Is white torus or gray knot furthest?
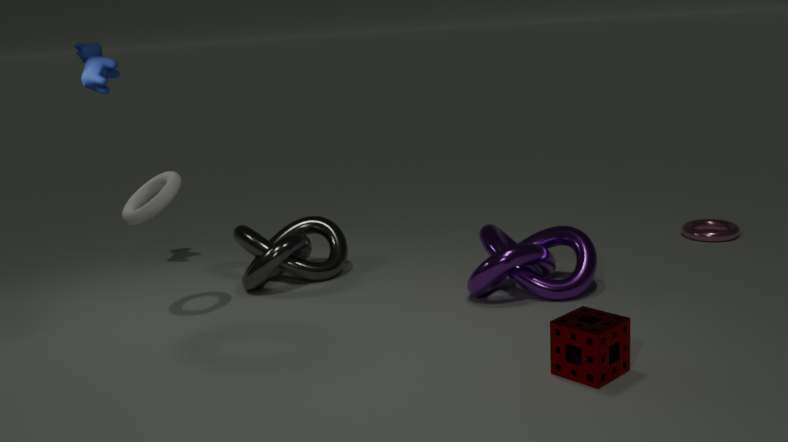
gray knot
